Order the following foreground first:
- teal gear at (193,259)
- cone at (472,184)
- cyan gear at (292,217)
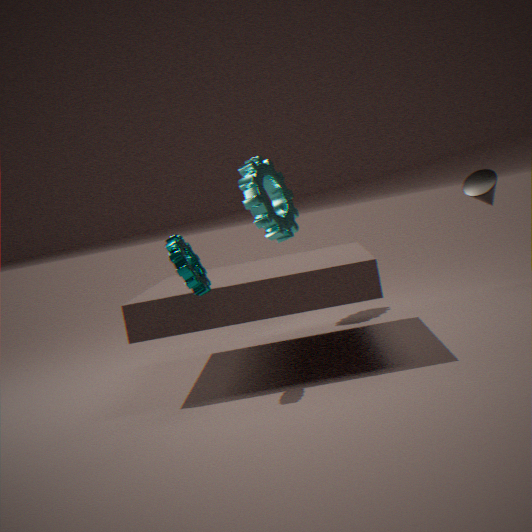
teal gear at (193,259)
cone at (472,184)
cyan gear at (292,217)
